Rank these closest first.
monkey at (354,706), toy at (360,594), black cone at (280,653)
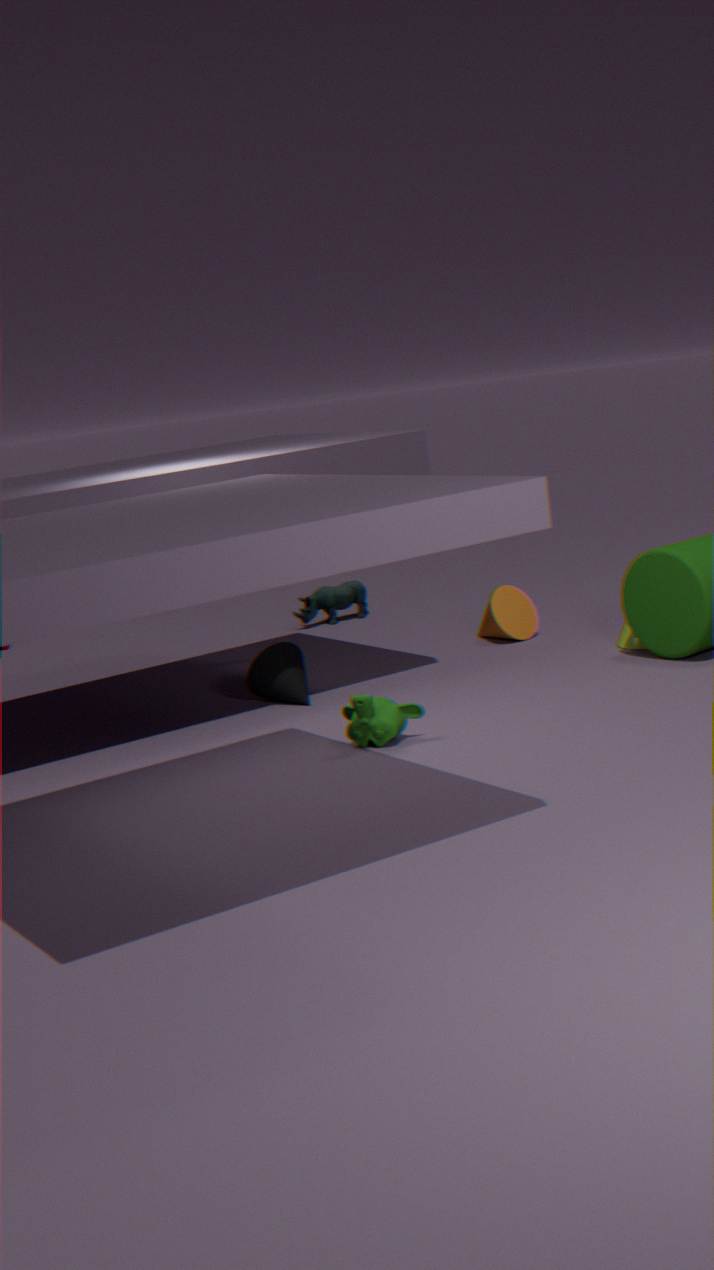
monkey at (354,706) < black cone at (280,653) < toy at (360,594)
